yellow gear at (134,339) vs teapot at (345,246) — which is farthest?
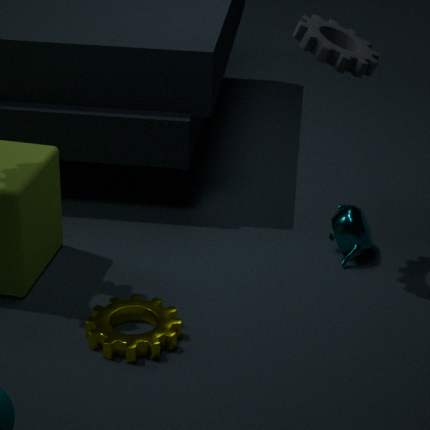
teapot at (345,246)
